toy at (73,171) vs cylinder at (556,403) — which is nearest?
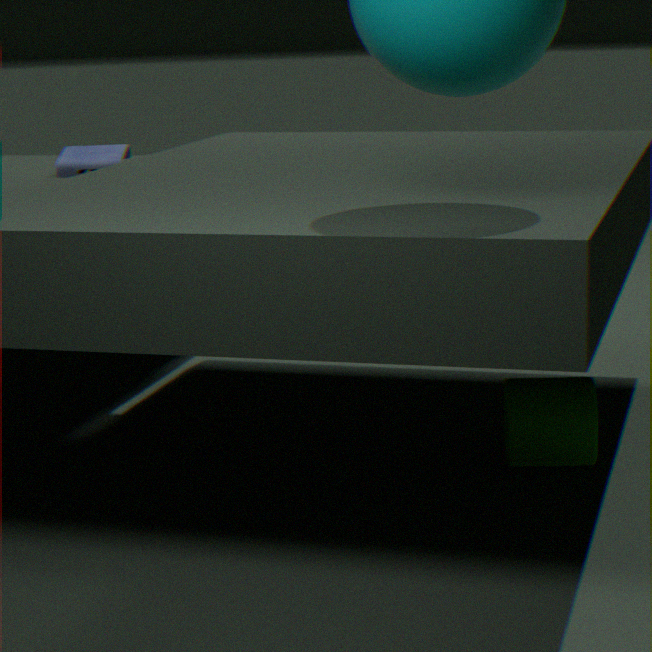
cylinder at (556,403)
